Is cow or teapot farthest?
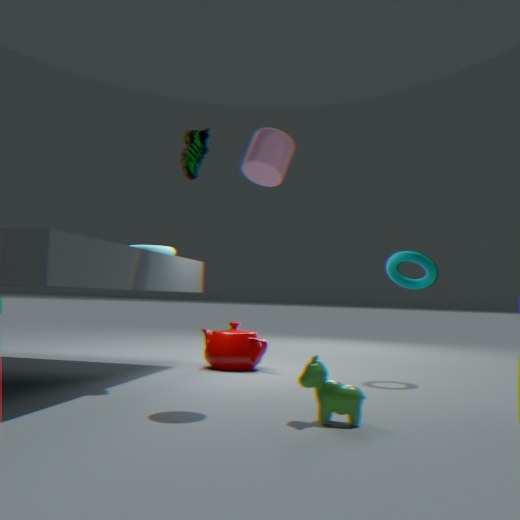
teapot
